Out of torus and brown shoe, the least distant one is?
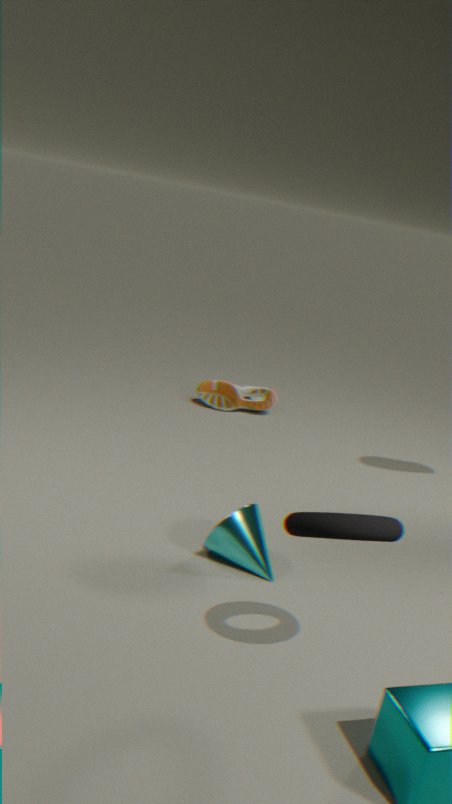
torus
